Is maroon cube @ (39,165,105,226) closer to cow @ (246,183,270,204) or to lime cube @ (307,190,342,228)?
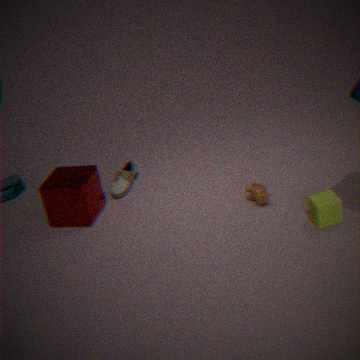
cow @ (246,183,270,204)
